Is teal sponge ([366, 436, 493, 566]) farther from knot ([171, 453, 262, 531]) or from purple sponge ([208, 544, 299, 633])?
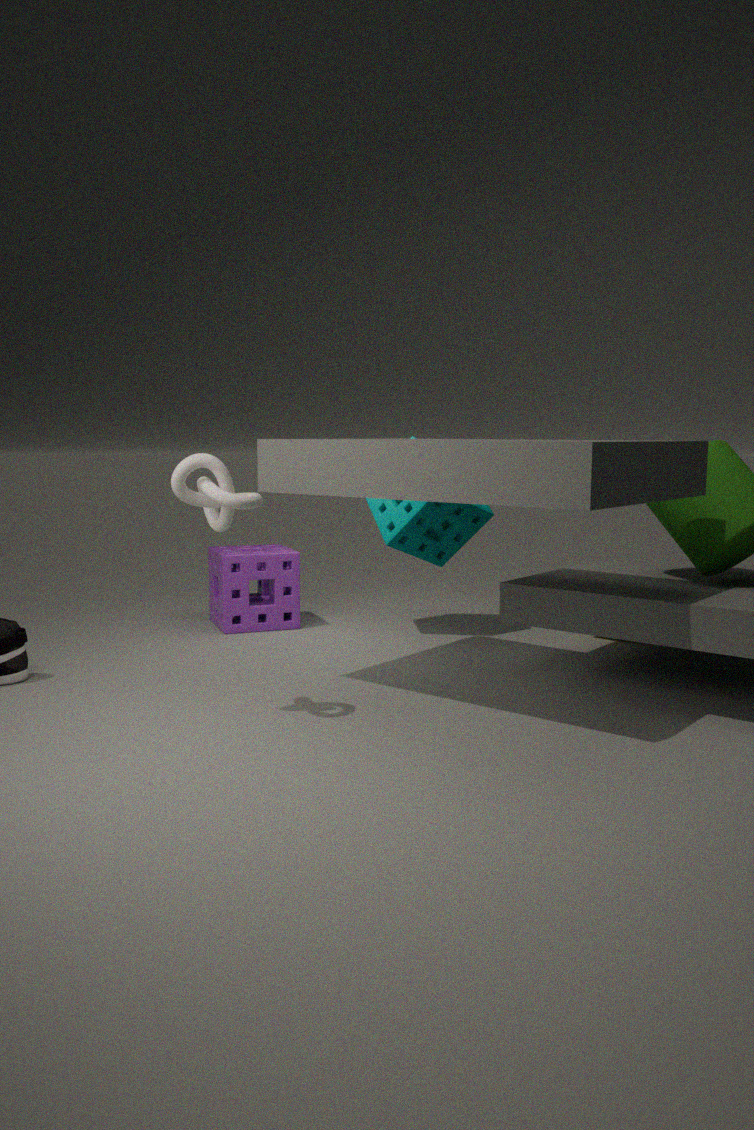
knot ([171, 453, 262, 531])
